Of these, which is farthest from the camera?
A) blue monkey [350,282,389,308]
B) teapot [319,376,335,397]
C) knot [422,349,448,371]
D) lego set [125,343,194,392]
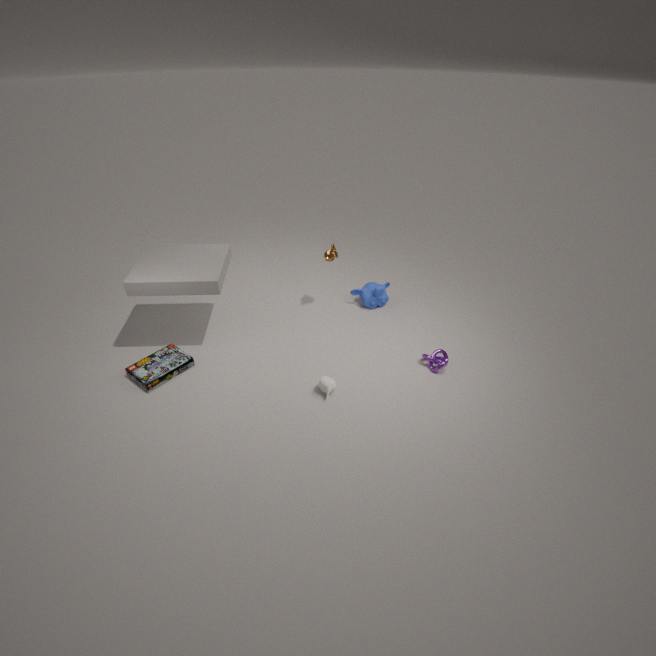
blue monkey [350,282,389,308]
